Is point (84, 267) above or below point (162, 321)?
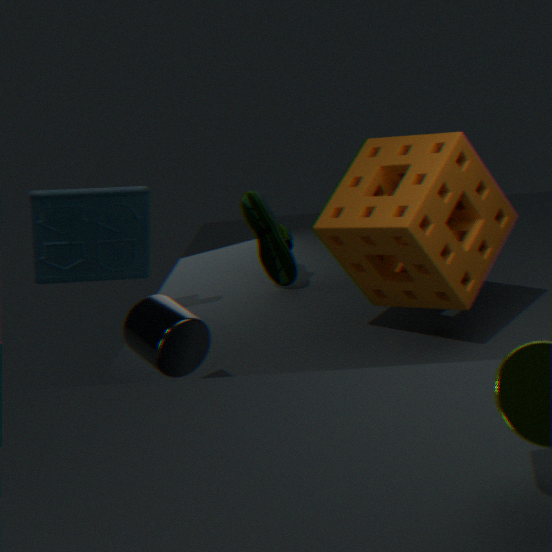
above
